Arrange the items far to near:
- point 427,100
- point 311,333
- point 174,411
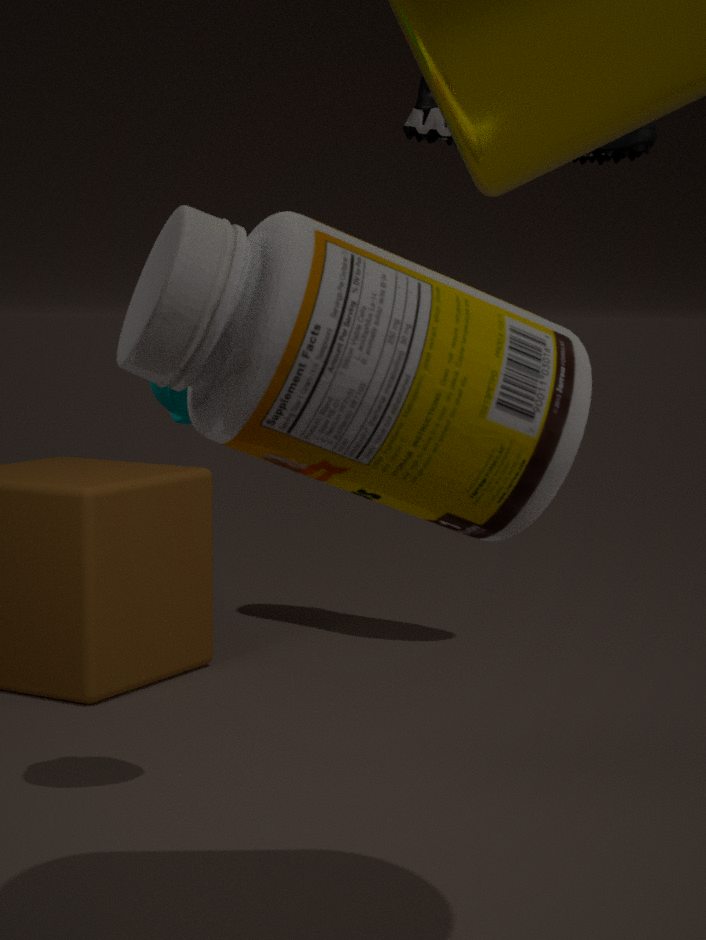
point 427,100 → point 174,411 → point 311,333
